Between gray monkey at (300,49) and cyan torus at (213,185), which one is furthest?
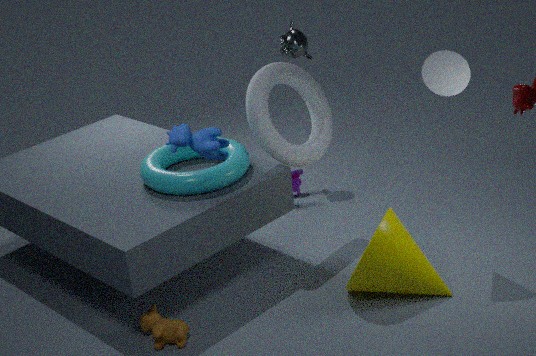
gray monkey at (300,49)
